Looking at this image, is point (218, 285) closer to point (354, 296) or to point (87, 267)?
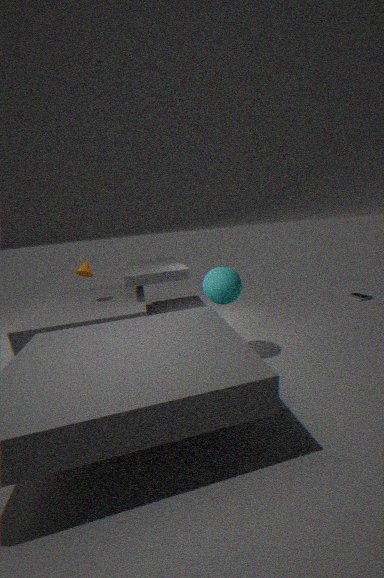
point (87, 267)
